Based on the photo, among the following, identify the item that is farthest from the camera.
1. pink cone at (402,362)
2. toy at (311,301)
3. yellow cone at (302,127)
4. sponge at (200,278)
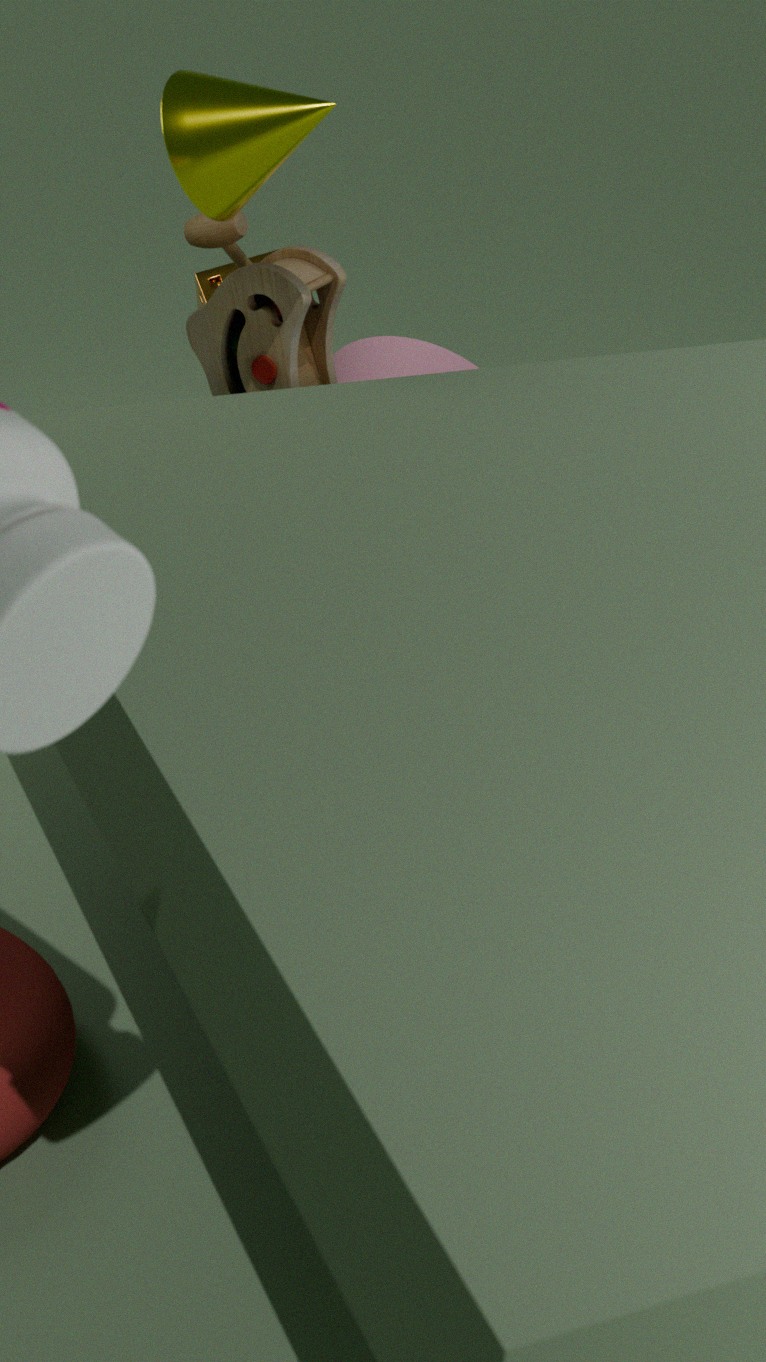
pink cone at (402,362)
